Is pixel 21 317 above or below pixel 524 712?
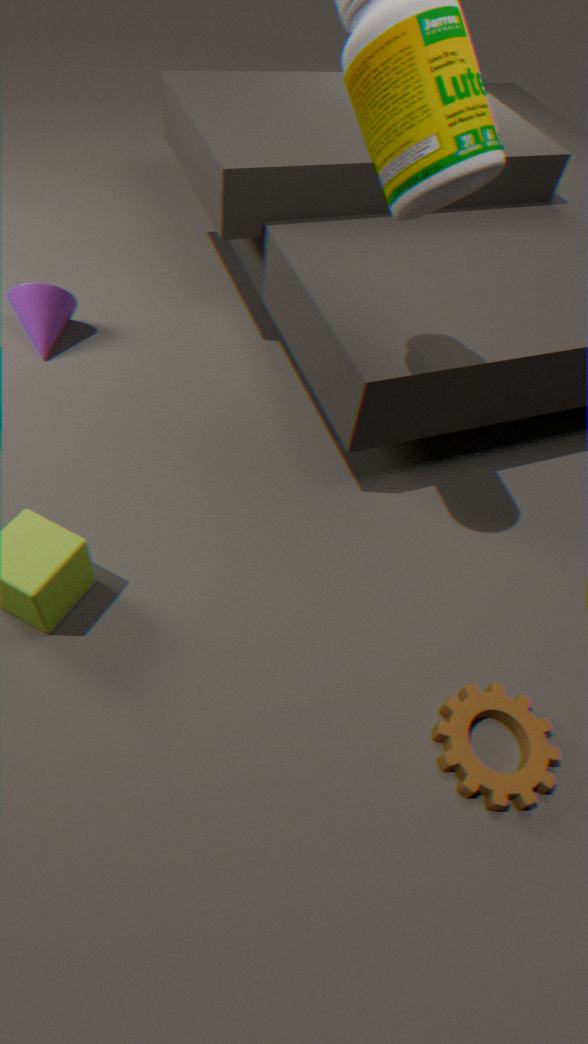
above
